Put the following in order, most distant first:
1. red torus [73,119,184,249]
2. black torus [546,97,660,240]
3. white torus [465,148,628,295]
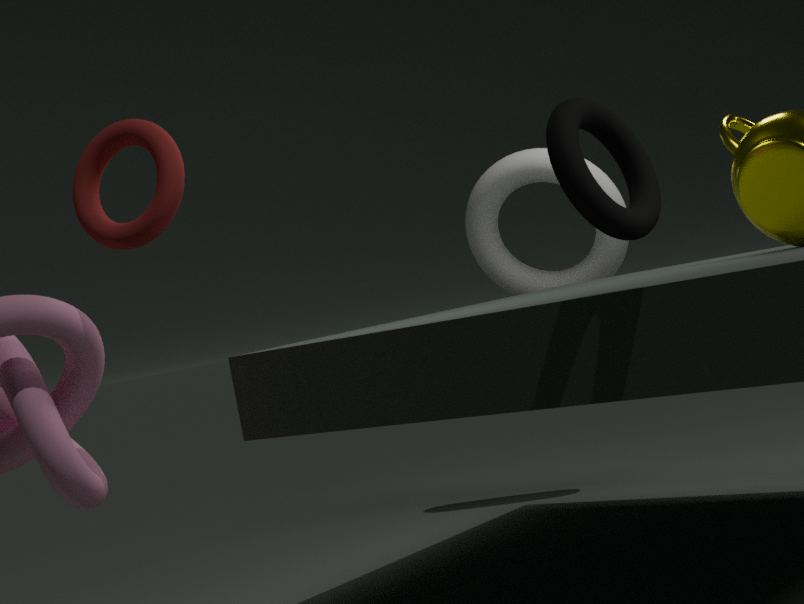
white torus [465,148,628,295] < red torus [73,119,184,249] < black torus [546,97,660,240]
